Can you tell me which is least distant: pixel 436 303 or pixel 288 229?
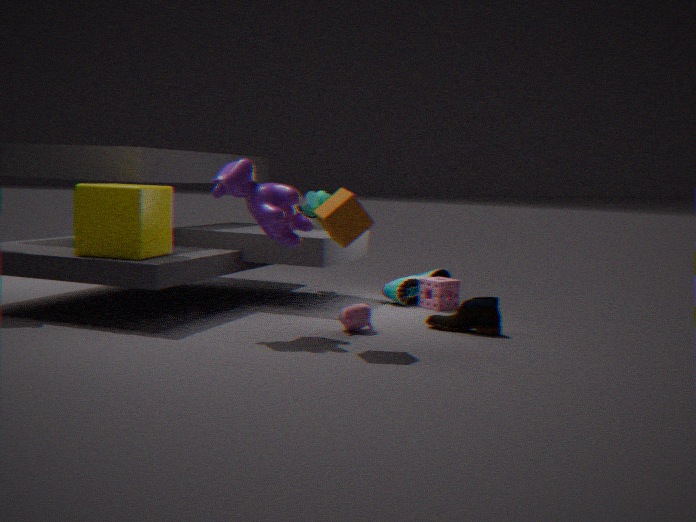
pixel 288 229
